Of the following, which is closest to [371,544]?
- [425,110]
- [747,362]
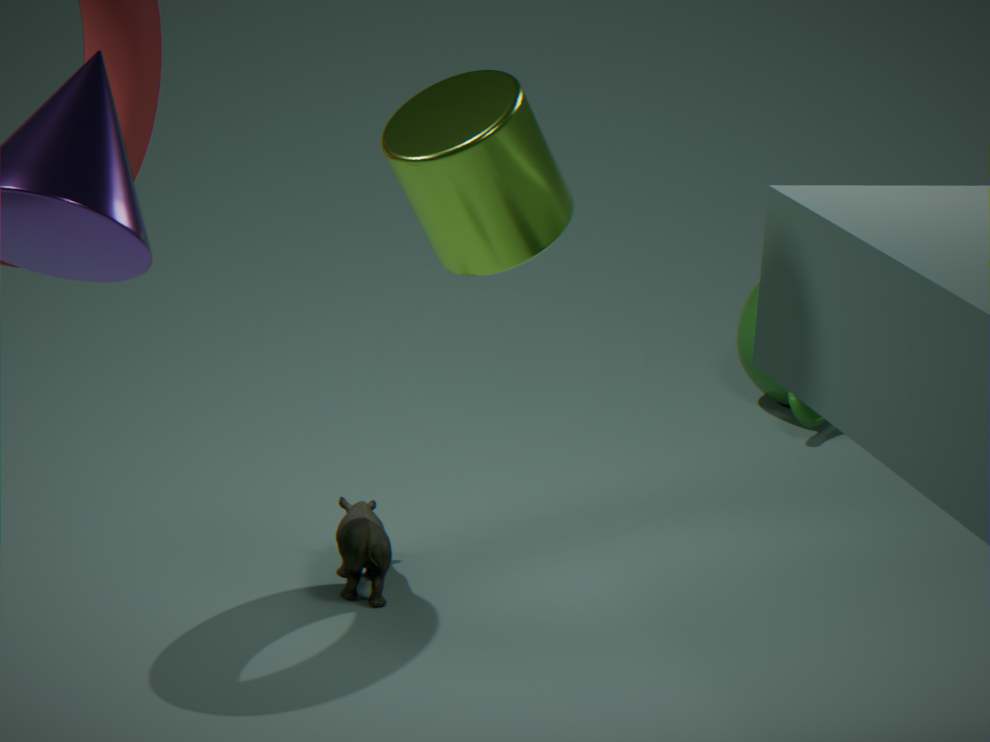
[425,110]
